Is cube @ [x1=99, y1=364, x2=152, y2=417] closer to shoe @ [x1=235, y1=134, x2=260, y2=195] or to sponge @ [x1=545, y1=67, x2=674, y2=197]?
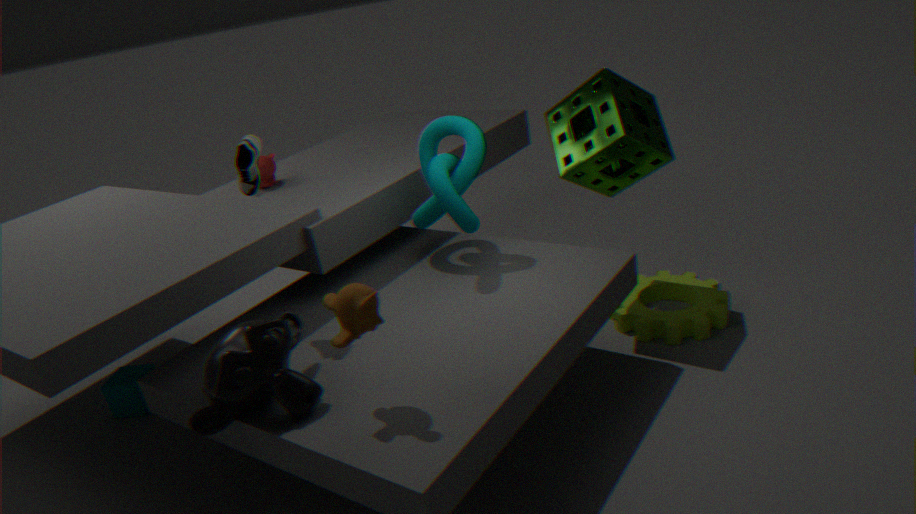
shoe @ [x1=235, y1=134, x2=260, y2=195]
